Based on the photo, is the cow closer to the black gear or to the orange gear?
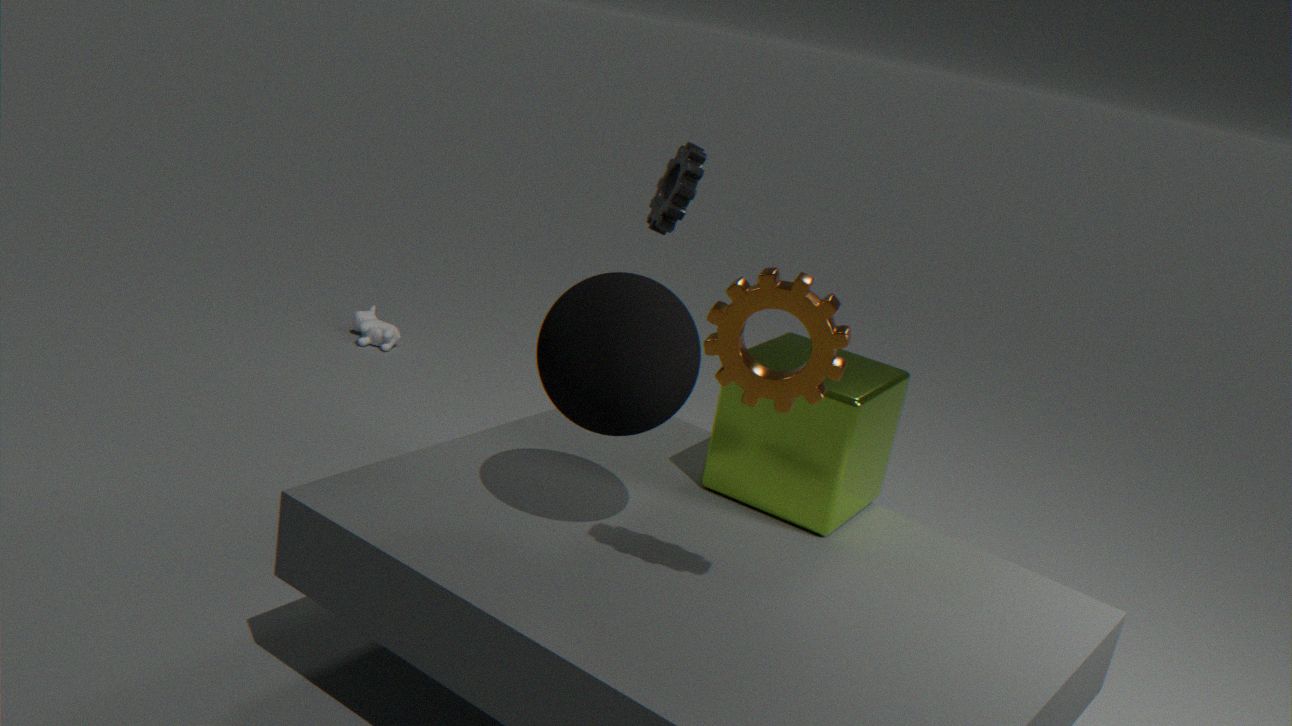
the black gear
